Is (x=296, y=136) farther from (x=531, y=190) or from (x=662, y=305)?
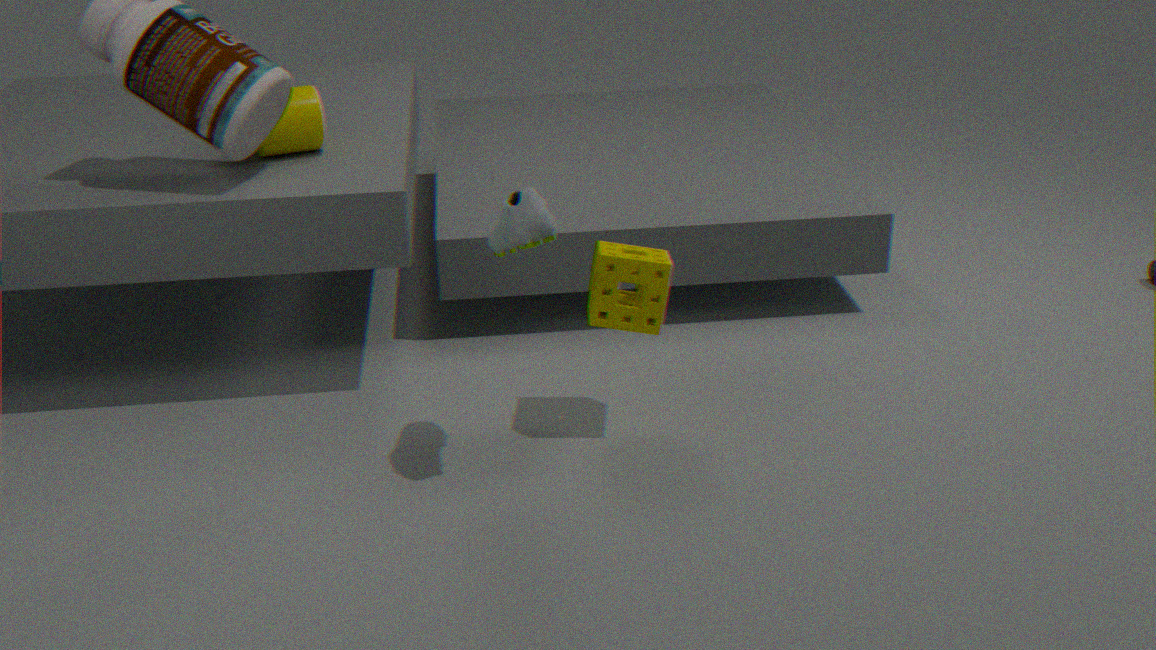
(x=662, y=305)
